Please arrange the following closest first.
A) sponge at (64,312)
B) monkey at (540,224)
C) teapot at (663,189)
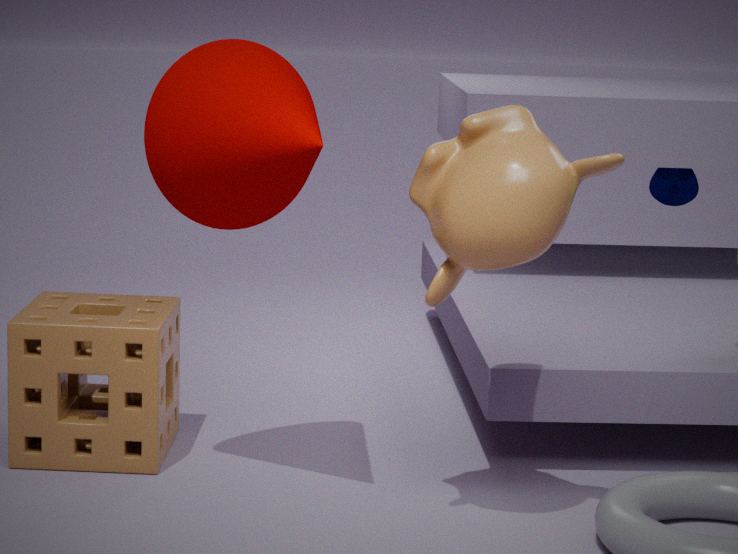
monkey at (540,224) → sponge at (64,312) → teapot at (663,189)
